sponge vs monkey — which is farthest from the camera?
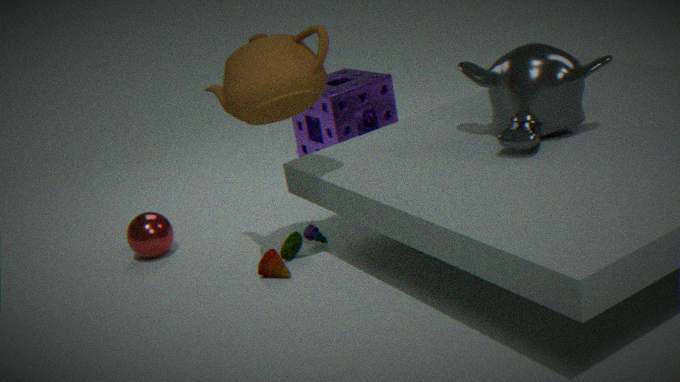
sponge
